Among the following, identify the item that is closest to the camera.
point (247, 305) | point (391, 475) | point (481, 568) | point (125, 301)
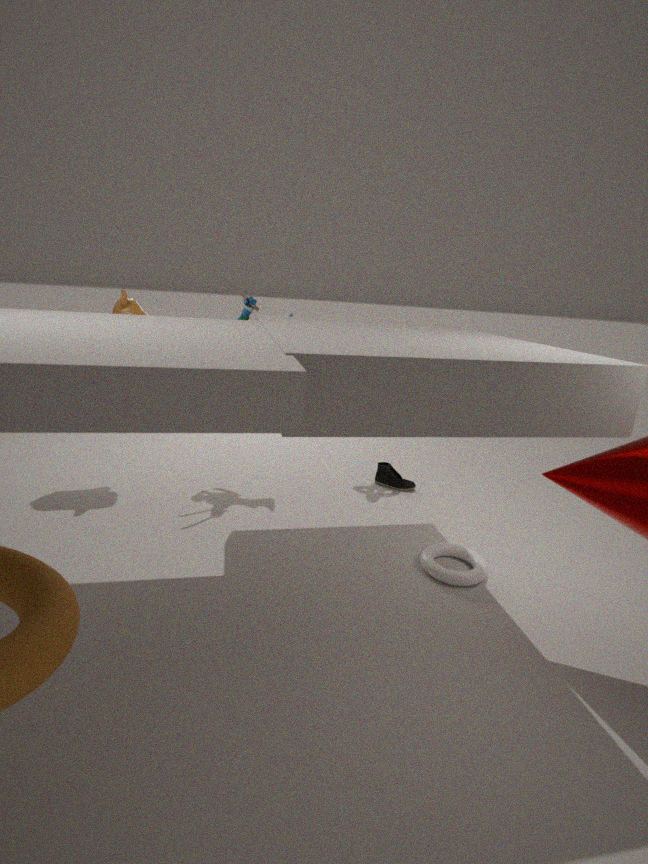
point (481, 568)
